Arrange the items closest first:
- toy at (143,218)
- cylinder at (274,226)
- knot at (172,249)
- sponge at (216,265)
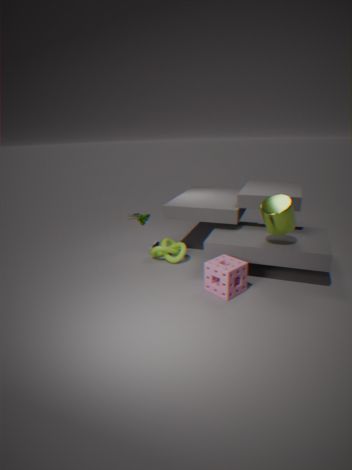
1. sponge at (216,265)
2. cylinder at (274,226)
3. knot at (172,249)
4. toy at (143,218)
